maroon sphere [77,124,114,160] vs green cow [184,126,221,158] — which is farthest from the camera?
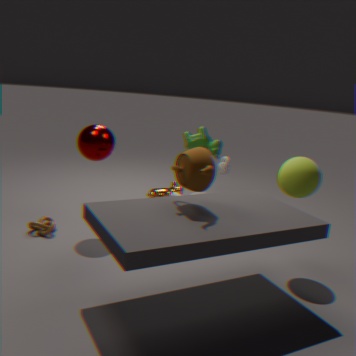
green cow [184,126,221,158]
